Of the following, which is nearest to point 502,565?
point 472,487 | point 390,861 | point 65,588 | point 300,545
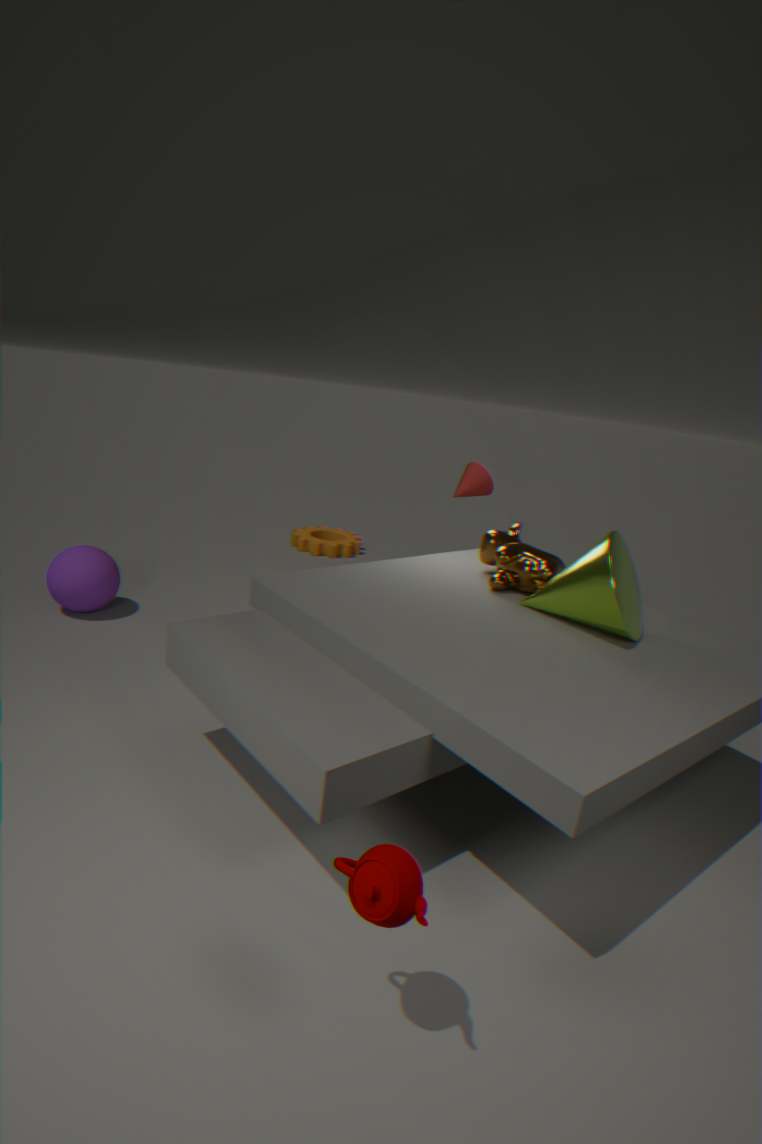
point 472,487
